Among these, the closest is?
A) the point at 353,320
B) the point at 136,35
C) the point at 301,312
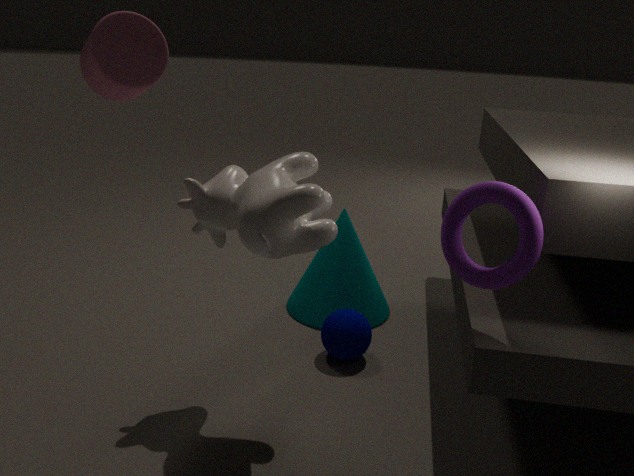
the point at 136,35
